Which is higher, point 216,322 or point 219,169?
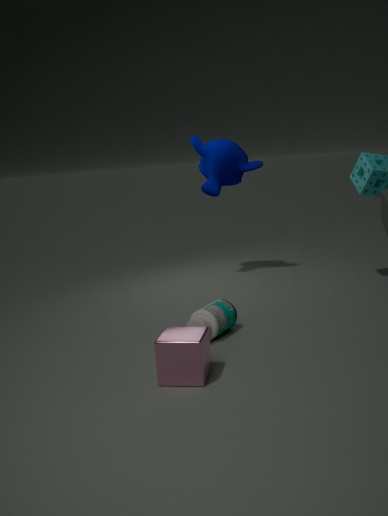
point 219,169
